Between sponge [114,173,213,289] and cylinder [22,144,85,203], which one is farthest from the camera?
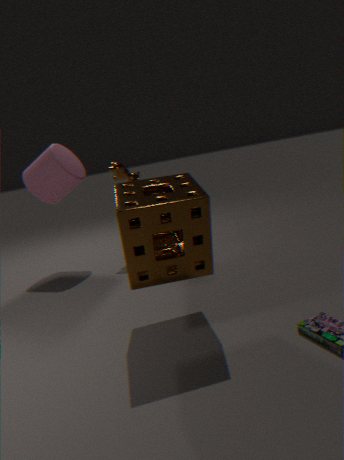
cylinder [22,144,85,203]
